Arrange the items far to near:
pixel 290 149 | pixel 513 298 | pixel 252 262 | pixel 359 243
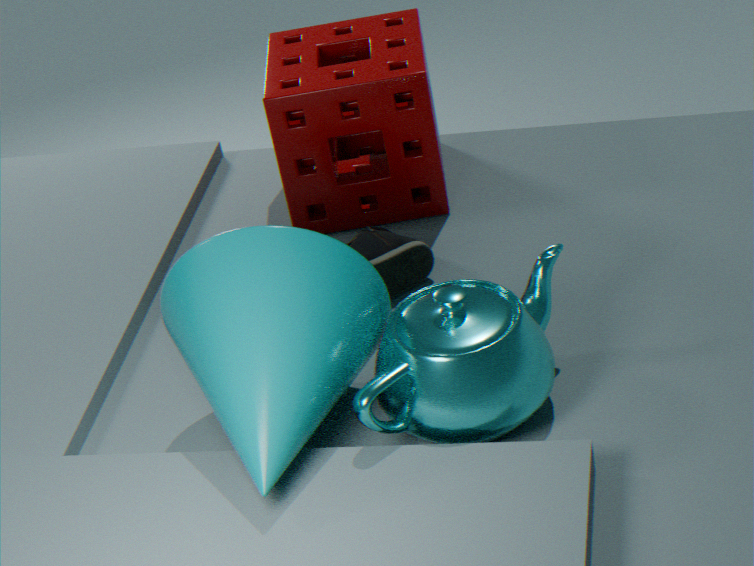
1. pixel 290 149
2. pixel 359 243
3. pixel 513 298
4. pixel 252 262
